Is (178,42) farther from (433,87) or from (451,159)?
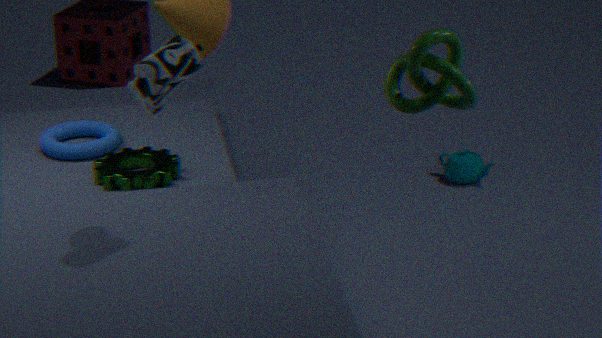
(451,159)
